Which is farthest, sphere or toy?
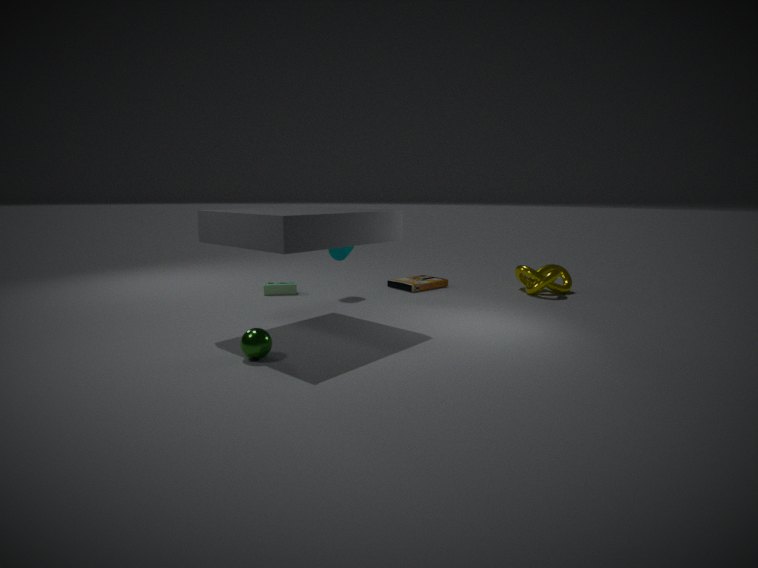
toy
